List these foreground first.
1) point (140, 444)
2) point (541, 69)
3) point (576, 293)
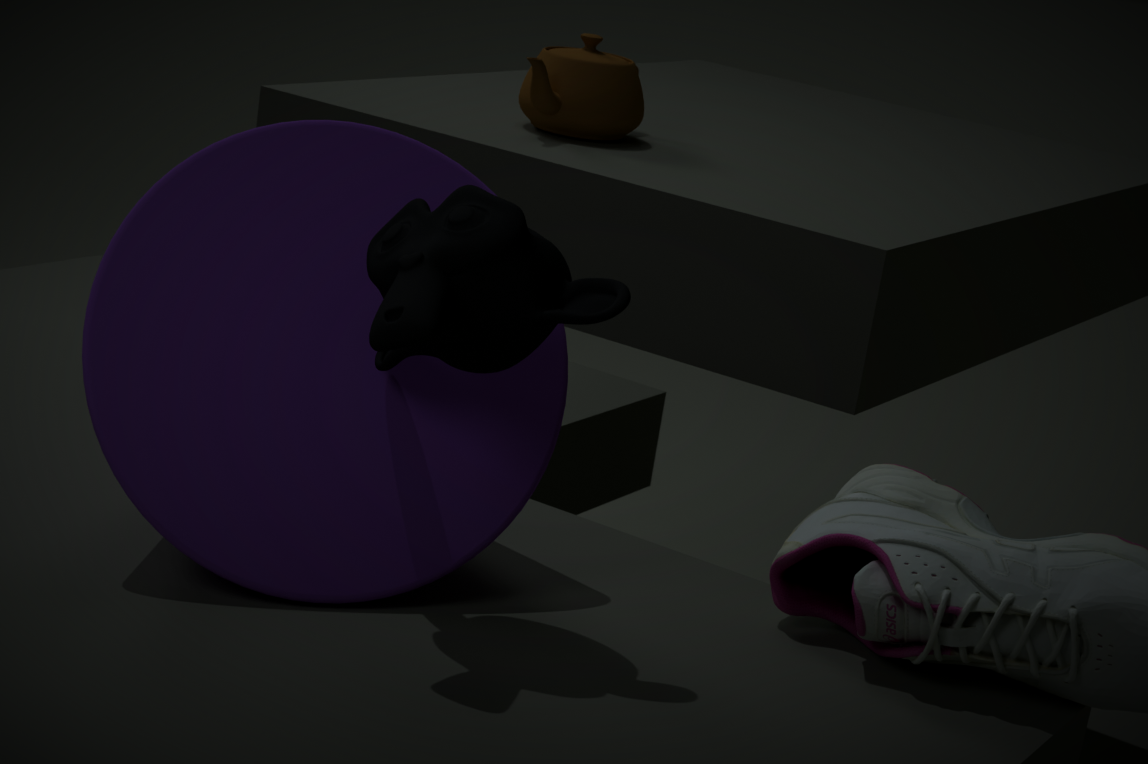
3. point (576, 293), 1. point (140, 444), 2. point (541, 69)
